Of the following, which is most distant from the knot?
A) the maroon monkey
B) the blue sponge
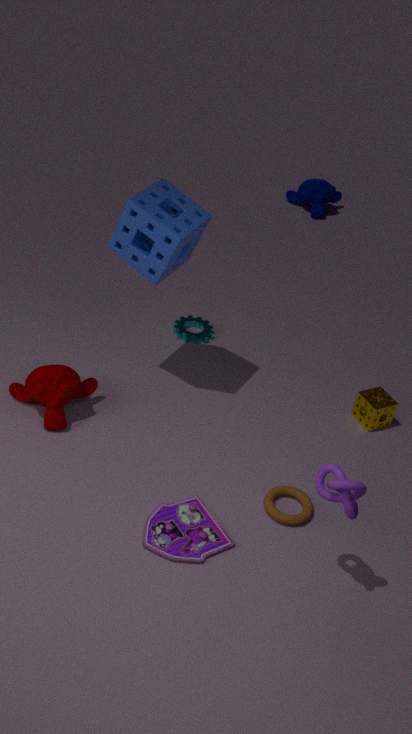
the maroon monkey
